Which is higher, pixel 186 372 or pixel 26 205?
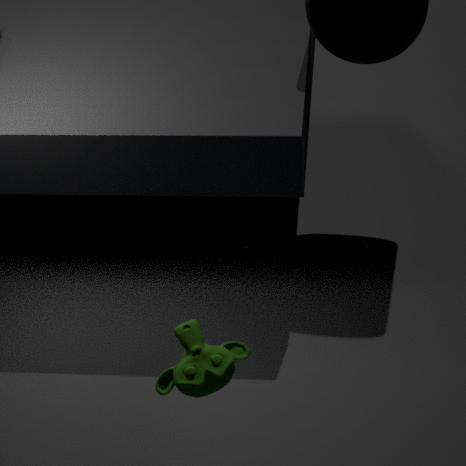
pixel 186 372
